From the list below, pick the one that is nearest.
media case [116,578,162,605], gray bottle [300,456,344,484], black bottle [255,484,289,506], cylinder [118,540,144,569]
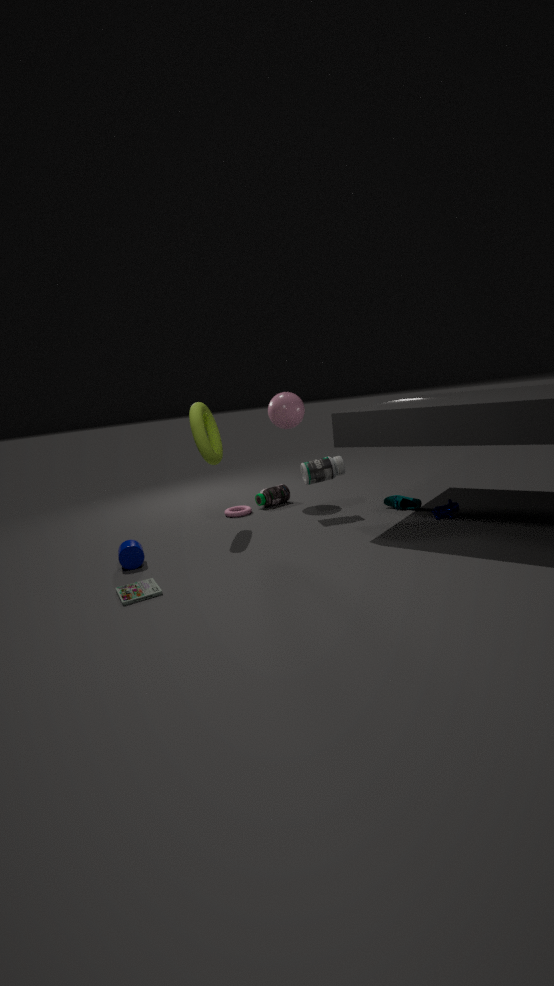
media case [116,578,162,605]
